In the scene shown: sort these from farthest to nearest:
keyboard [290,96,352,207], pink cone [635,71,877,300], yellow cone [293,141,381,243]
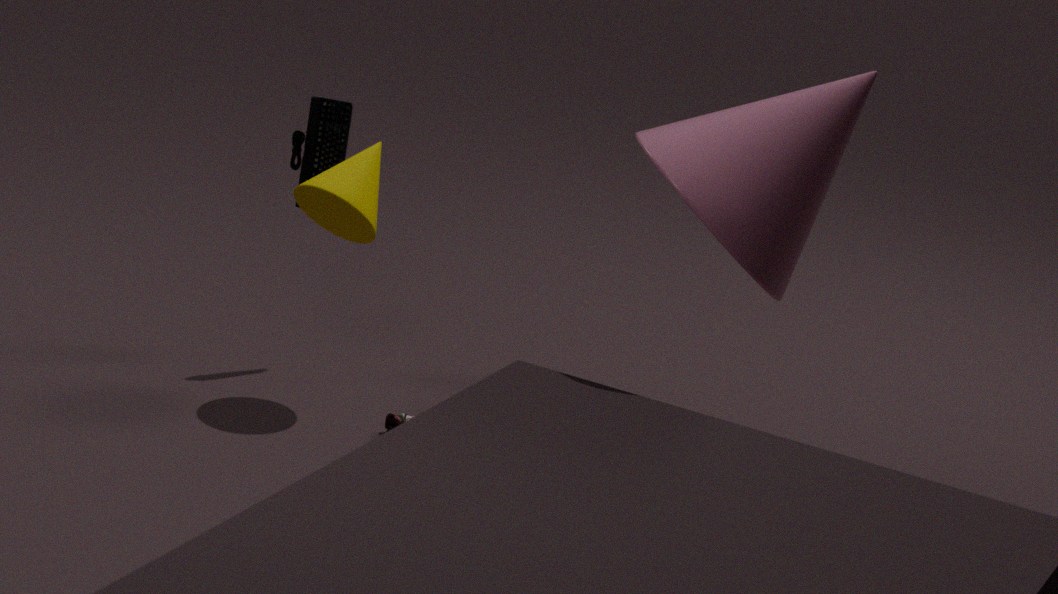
keyboard [290,96,352,207]
yellow cone [293,141,381,243]
pink cone [635,71,877,300]
